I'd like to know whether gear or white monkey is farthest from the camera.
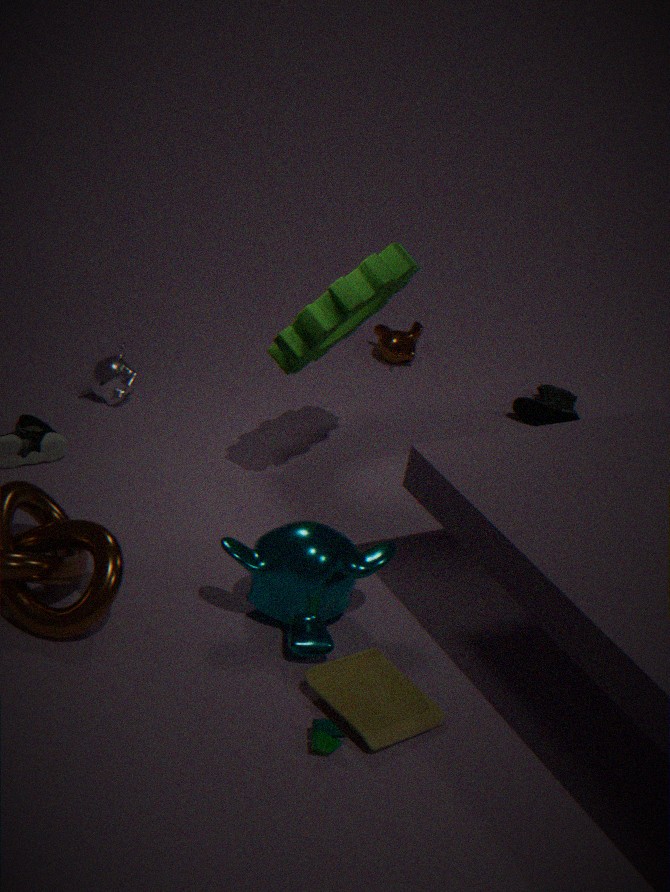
white monkey
